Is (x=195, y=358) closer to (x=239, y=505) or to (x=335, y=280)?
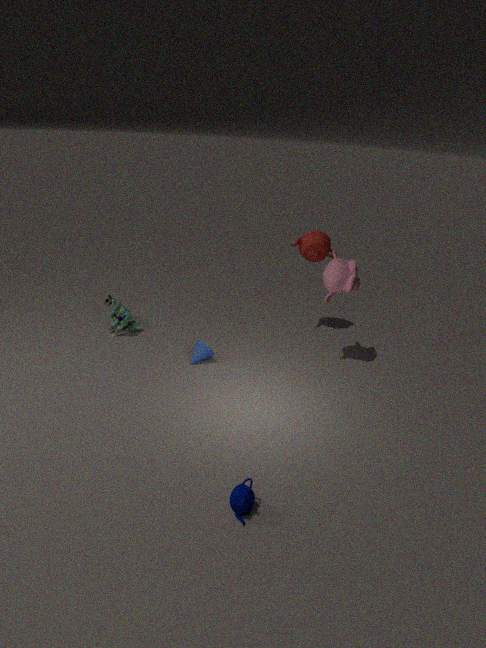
(x=335, y=280)
